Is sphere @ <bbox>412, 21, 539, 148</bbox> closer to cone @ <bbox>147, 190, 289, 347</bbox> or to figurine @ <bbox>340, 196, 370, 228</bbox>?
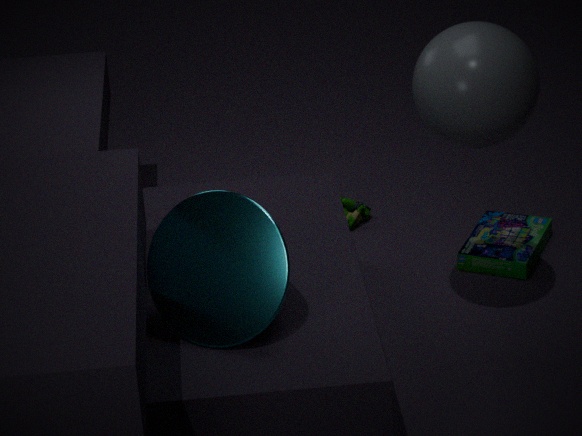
cone @ <bbox>147, 190, 289, 347</bbox>
